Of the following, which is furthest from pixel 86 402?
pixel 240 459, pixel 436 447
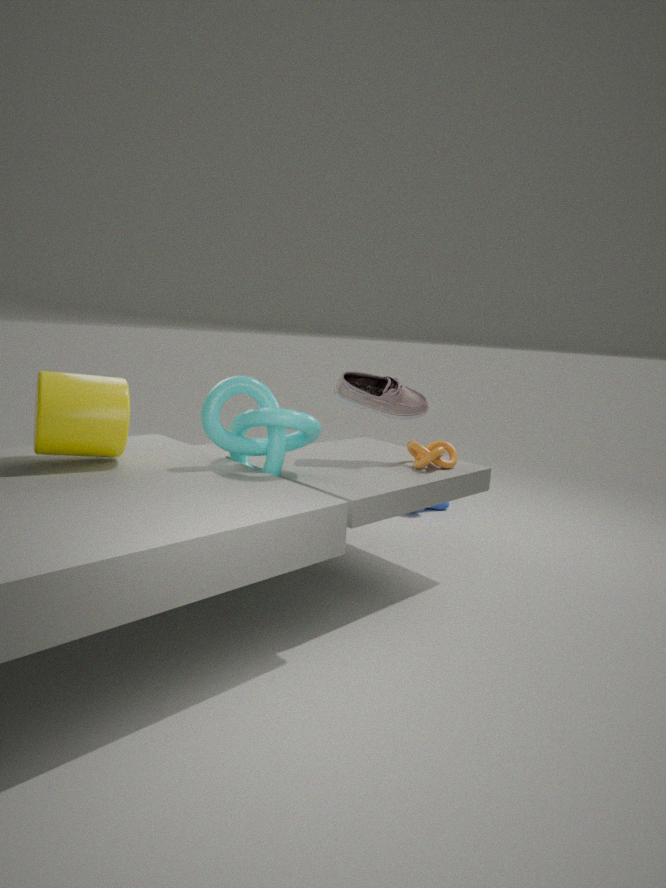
pixel 436 447
